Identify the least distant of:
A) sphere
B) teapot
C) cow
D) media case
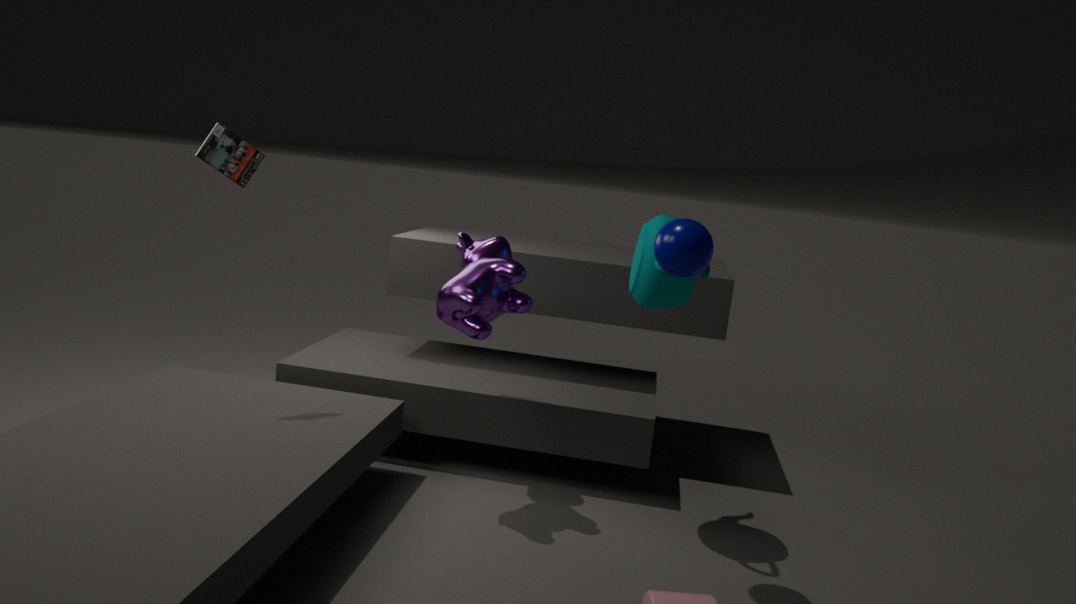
sphere
